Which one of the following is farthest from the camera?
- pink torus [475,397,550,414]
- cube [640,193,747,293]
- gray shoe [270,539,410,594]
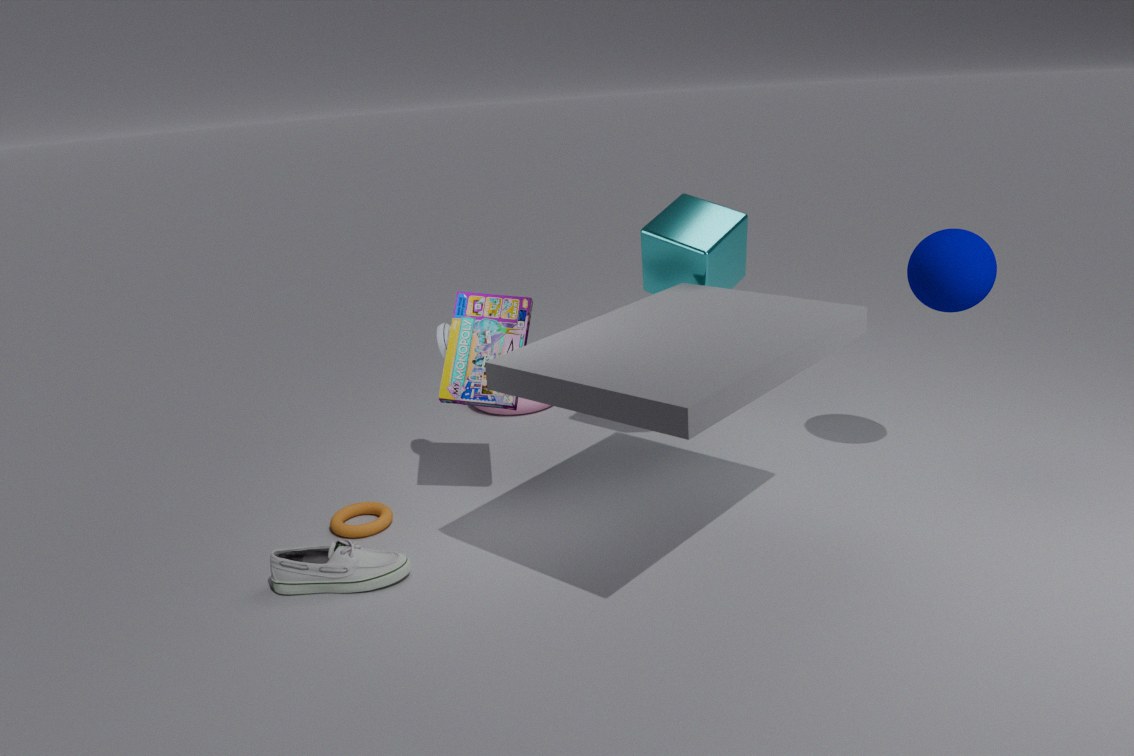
pink torus [475,397,550,414]
